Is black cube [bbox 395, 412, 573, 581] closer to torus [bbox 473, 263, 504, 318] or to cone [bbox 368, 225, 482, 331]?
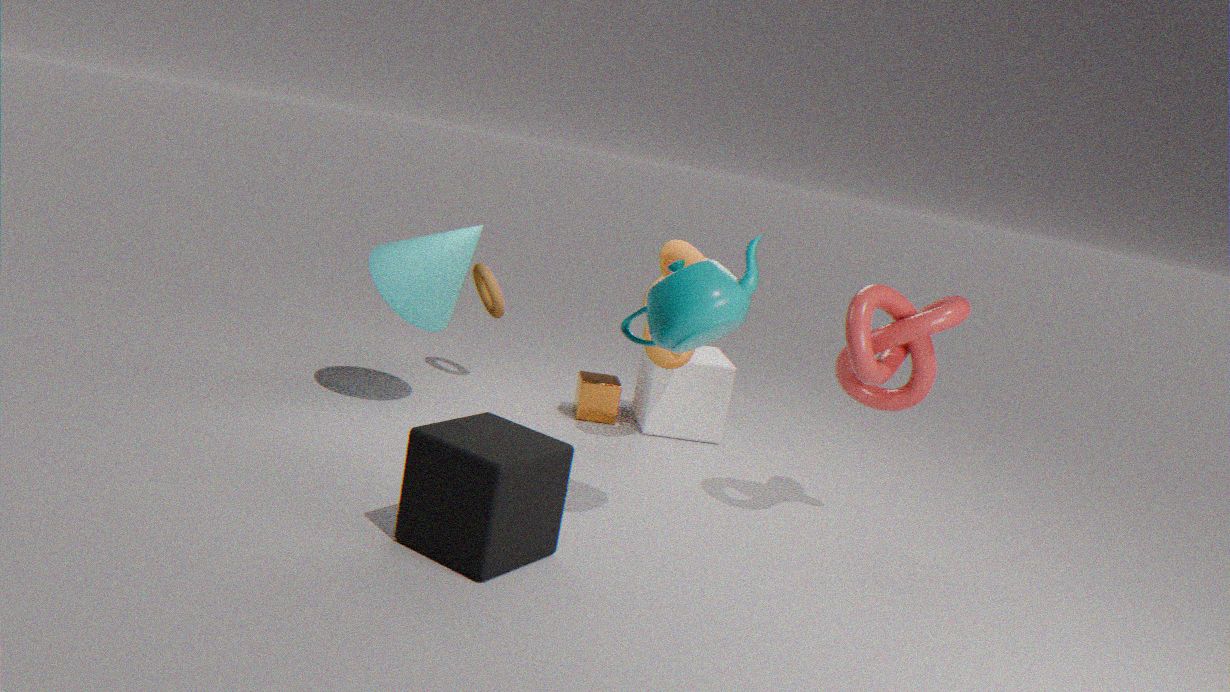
cone [bbox 368, 225, 482, 331]
